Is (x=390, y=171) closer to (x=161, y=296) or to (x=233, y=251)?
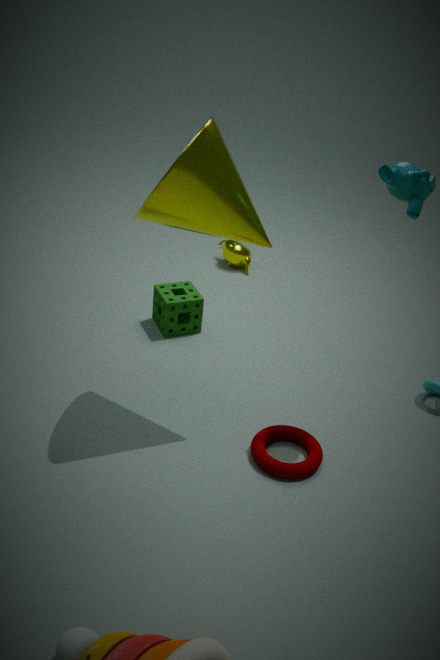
(x=161, y=296)
